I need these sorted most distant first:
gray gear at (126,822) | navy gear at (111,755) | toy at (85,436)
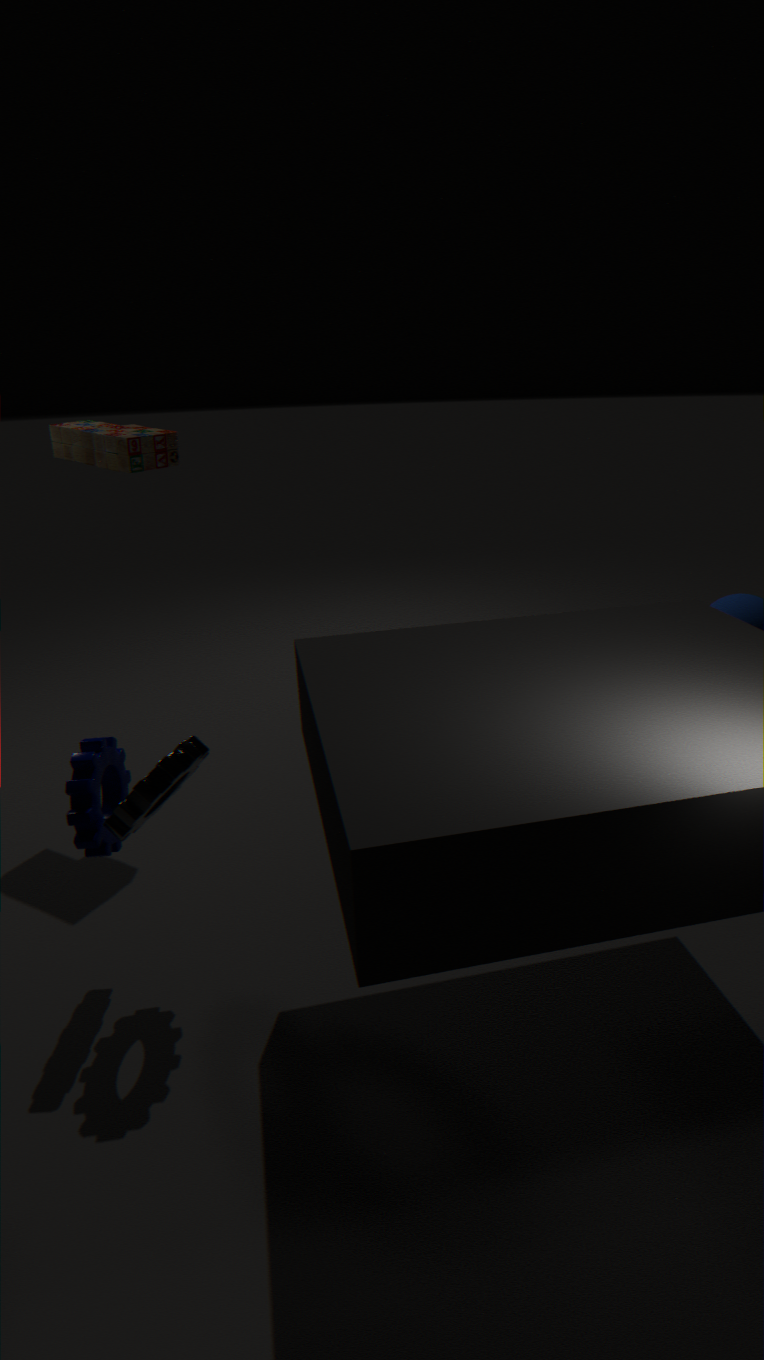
toy at (85,436) < navy gear at (111,755) < gray gear at (126,822)
